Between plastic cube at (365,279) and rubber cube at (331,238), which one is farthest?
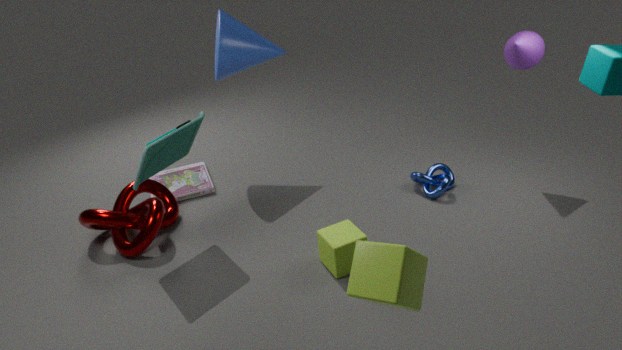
rubber cube at (331,238)
